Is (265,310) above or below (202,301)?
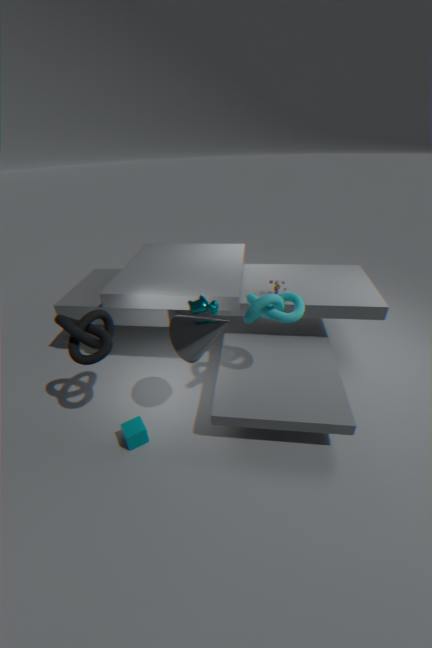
below
